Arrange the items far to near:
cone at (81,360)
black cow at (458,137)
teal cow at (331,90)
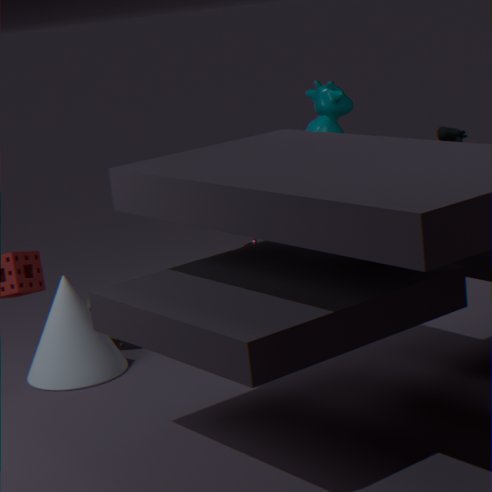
teal cow at (331,90) → cone at (81,360) → black cow at (458,137)
